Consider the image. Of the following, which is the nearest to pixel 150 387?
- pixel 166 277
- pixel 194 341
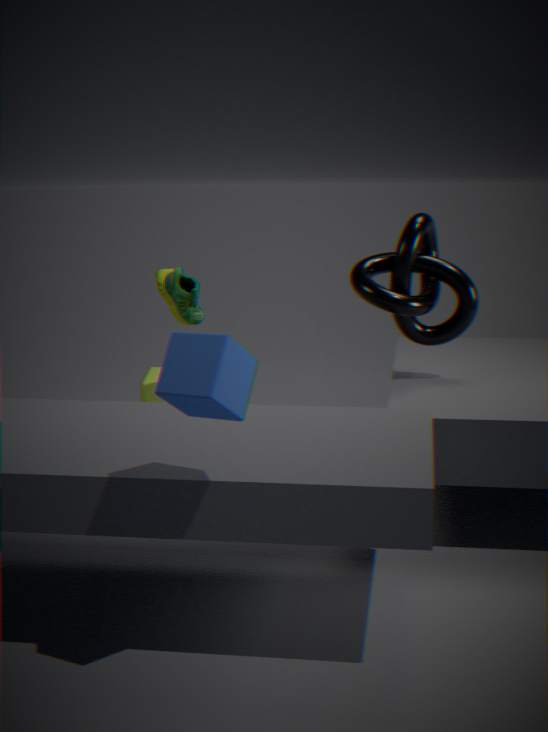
pixel 166 277
